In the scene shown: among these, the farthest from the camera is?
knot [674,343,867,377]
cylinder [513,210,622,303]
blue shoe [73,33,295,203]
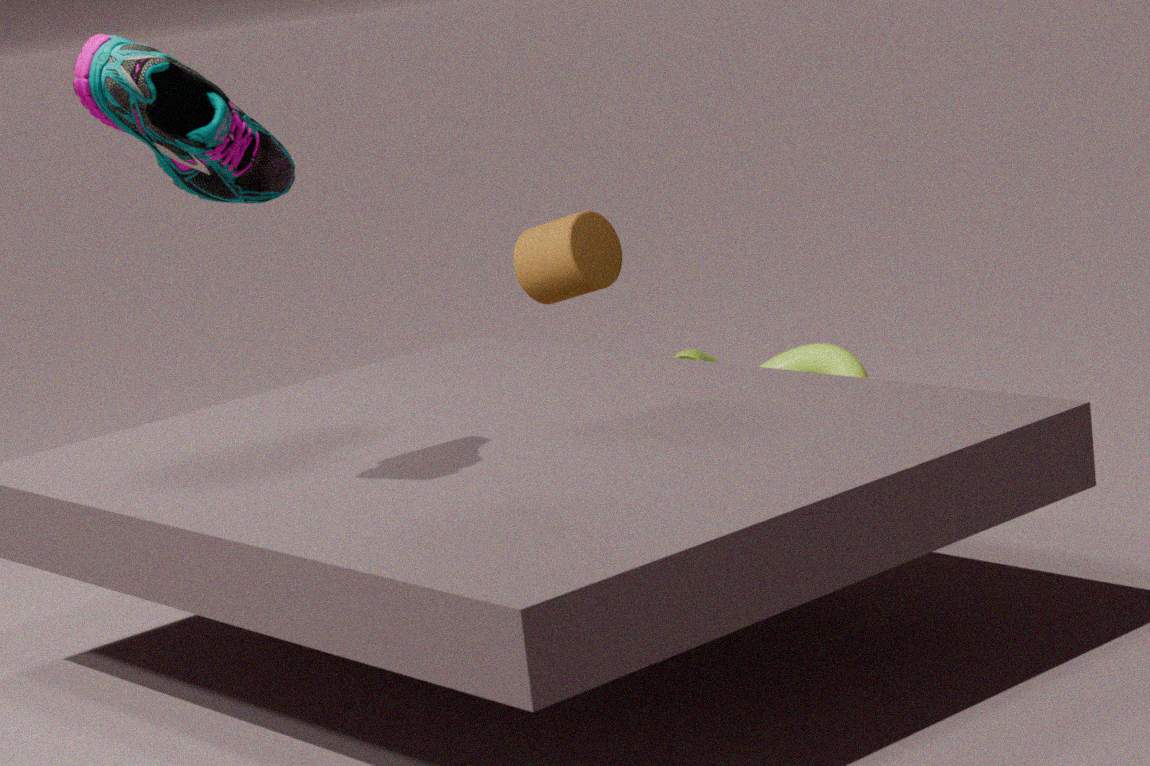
knot [674,343,867,377]
